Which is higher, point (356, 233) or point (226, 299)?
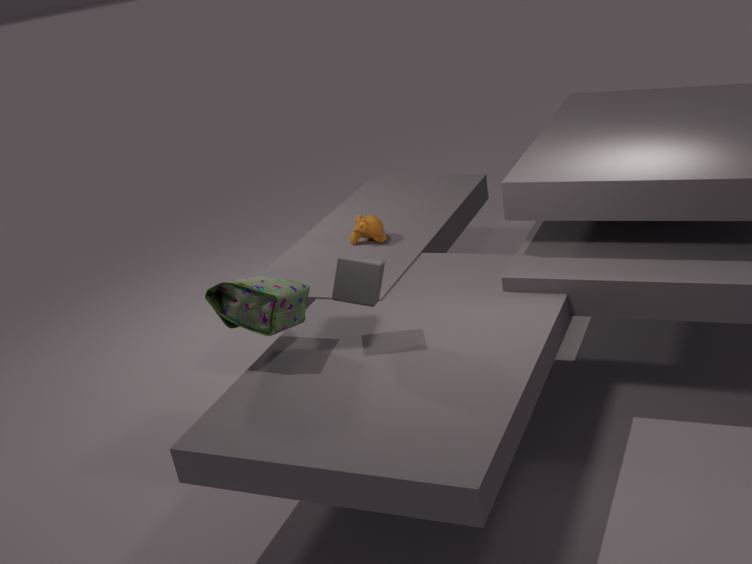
point (226, 299)
